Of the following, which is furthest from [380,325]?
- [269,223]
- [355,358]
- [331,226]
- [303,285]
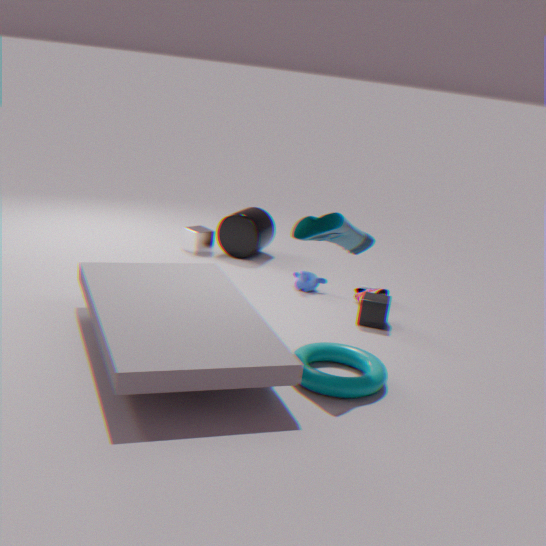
[269,223]
